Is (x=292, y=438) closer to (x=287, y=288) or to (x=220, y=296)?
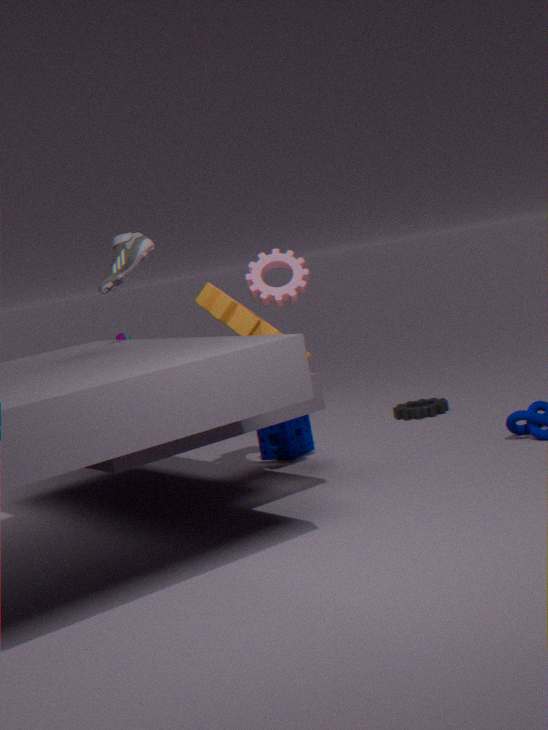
(x=220, y=296)
